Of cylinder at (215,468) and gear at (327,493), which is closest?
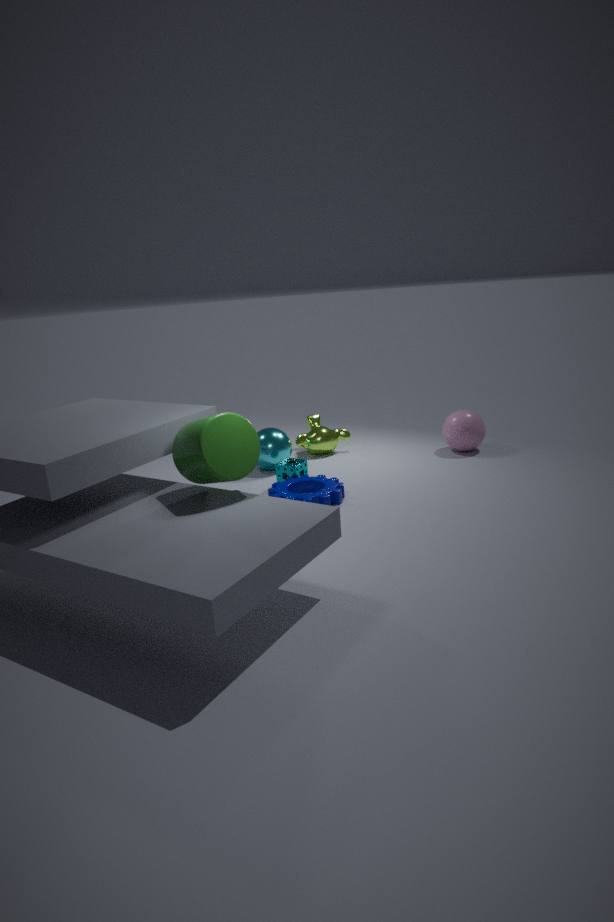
cylinder at (215,468)
